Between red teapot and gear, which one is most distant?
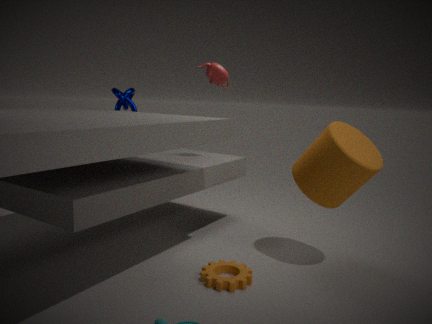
red teapot
